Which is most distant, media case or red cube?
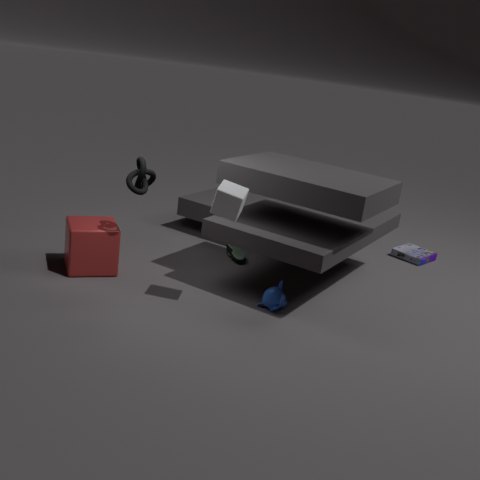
media case
